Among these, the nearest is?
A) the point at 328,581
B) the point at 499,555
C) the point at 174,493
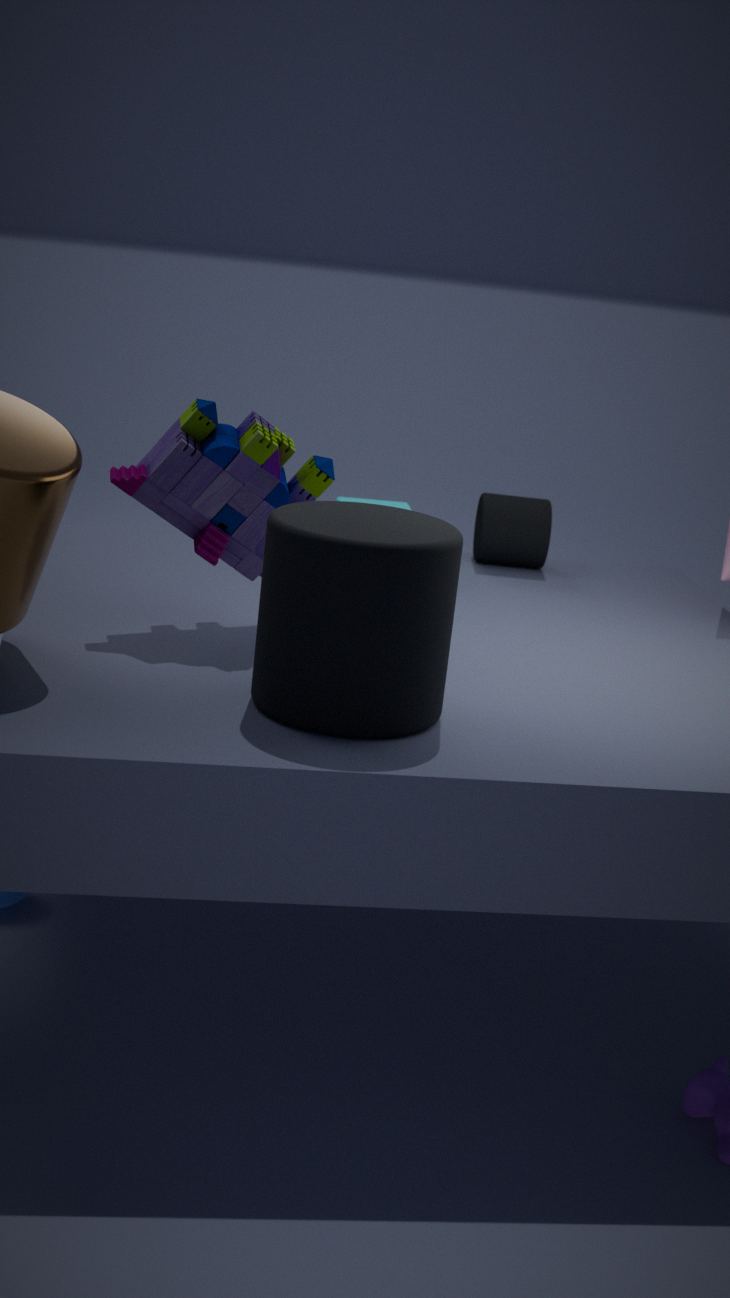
the point at 328,581
